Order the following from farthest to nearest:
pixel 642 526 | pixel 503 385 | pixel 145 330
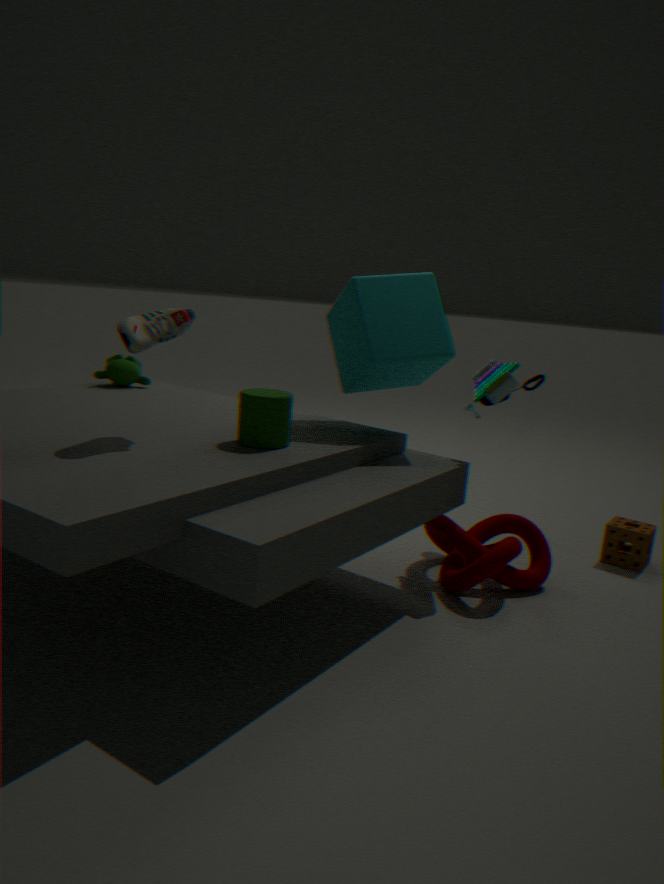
pixel 642 526
pixel 503 385
pixel 145 330
